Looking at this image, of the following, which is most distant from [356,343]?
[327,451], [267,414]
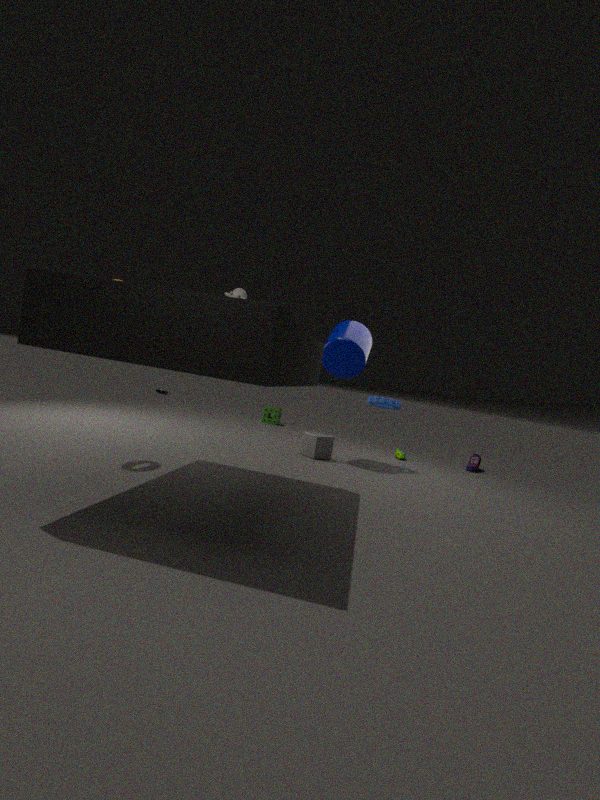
[267,414]
